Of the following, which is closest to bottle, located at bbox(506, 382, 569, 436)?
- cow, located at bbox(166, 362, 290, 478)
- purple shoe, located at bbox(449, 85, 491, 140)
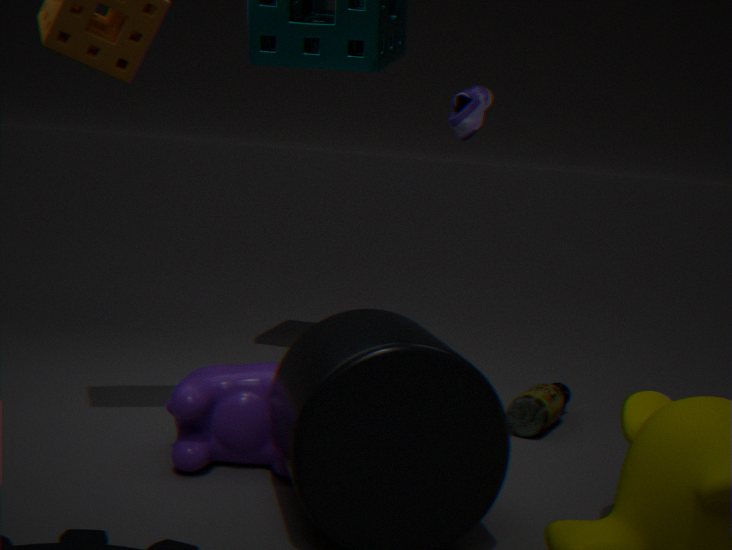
cow, located at bbox(166, 362, 290, 478)
